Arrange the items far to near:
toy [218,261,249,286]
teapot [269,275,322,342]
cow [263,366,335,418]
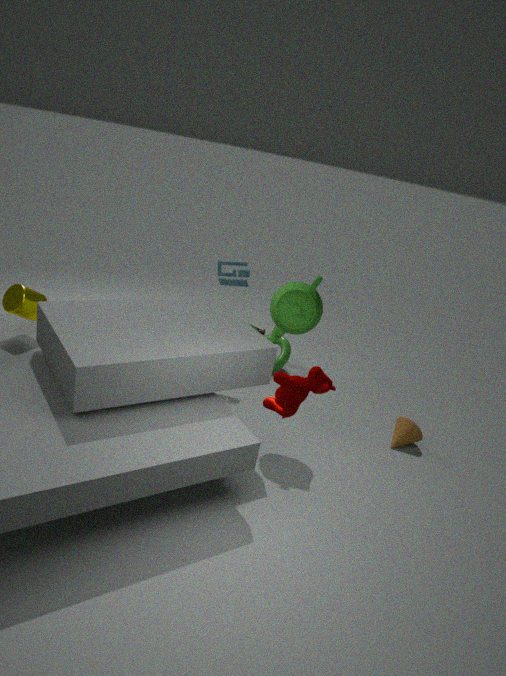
toy [218,261,249,286]
teapot [269,275,322,342]
cow [263,366,335,418]
